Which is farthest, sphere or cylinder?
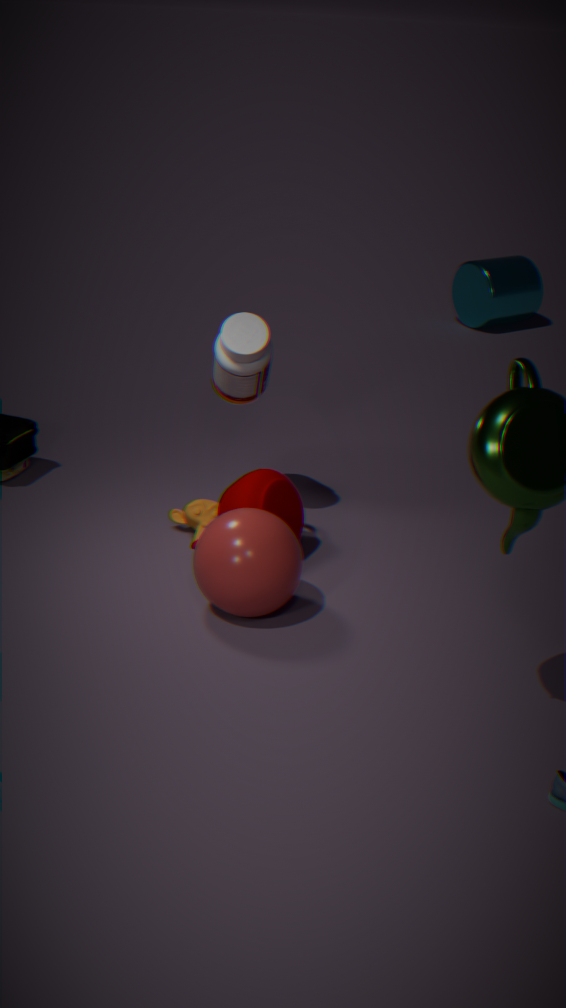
cylinder
